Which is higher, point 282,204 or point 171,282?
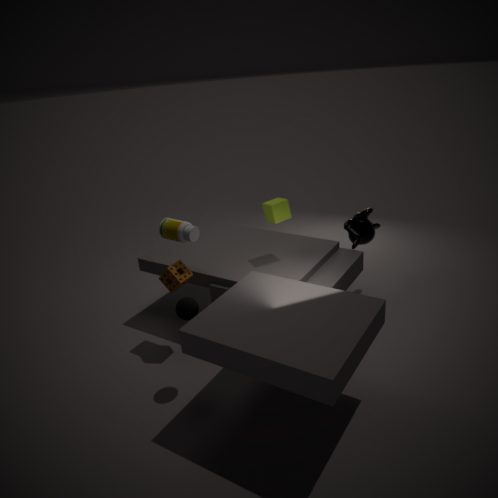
point 282,204
